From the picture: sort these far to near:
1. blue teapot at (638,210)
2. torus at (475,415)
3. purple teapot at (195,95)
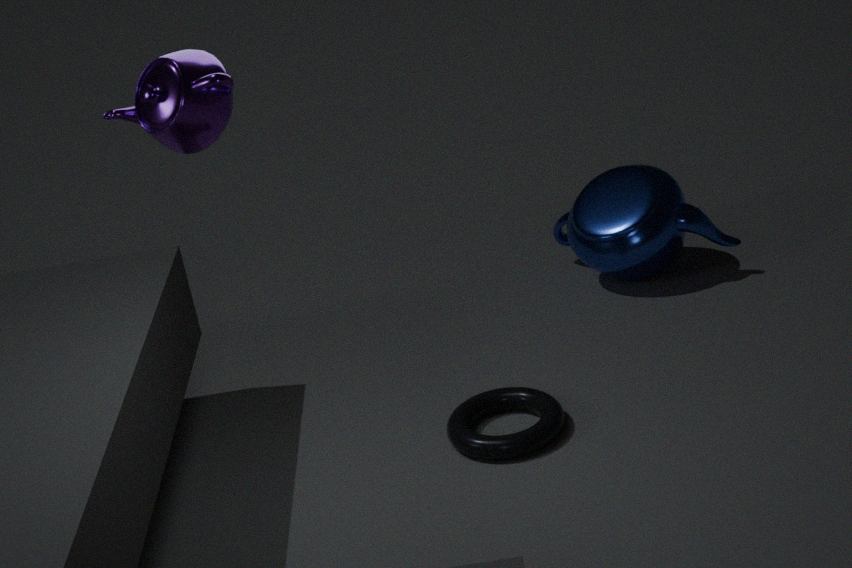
1. blue teapot at (638,210)
2. torus at (475,415)
3. purple teapot at (195,95)
